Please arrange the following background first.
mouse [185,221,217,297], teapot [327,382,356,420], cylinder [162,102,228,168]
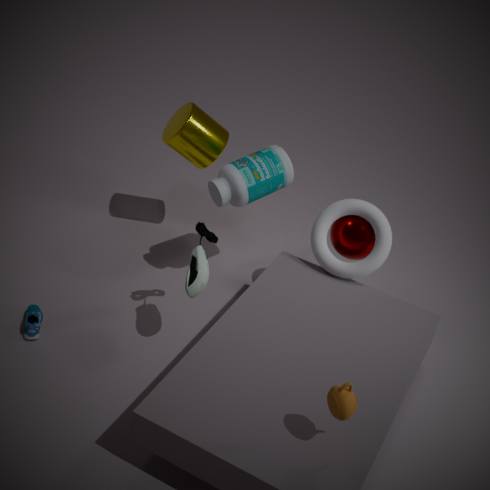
cylinder [162,102,228,168] → mouse [185,221,217,297] → teapot [327,382,356,420]
